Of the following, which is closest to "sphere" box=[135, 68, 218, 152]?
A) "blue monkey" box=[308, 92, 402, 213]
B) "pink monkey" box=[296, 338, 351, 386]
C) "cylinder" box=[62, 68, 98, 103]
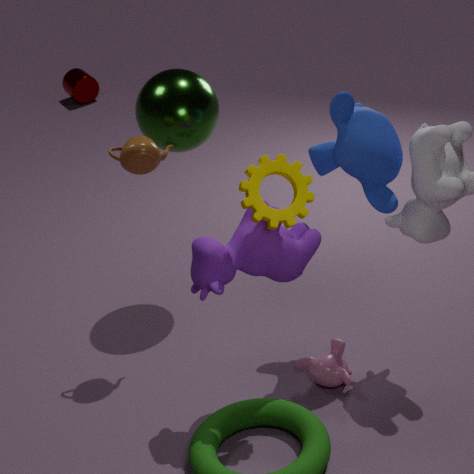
"blue monkey" box=[308, 92, 402, 213]
